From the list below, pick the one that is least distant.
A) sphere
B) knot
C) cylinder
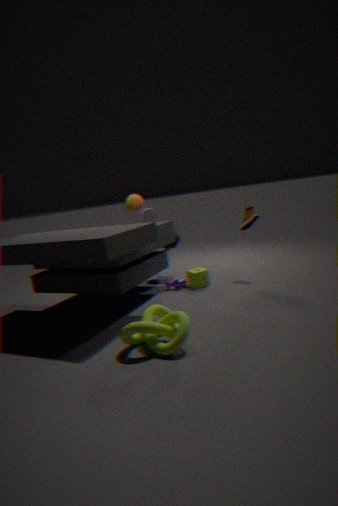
knot
